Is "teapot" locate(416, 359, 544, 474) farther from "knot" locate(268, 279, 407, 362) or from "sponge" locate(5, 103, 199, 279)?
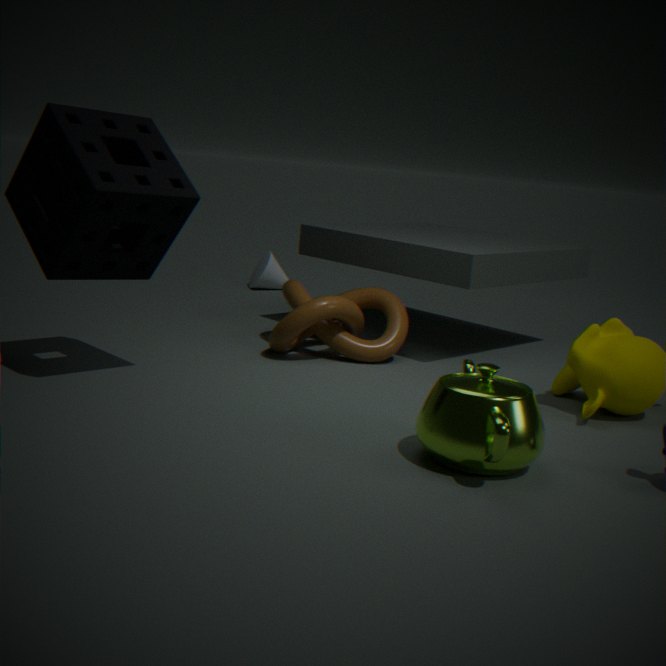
"sponge" locate(5, 103, 199, 279)
